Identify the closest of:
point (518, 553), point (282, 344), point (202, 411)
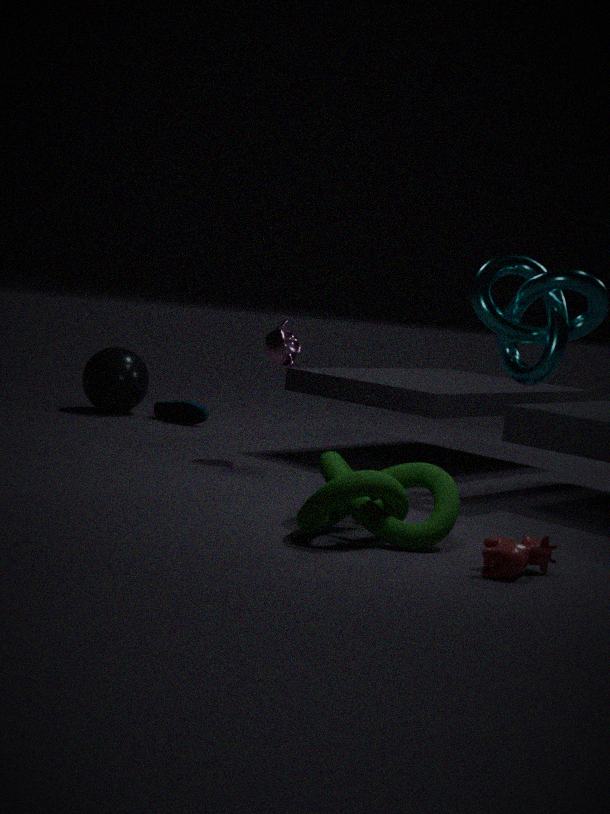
point (518, 553)
